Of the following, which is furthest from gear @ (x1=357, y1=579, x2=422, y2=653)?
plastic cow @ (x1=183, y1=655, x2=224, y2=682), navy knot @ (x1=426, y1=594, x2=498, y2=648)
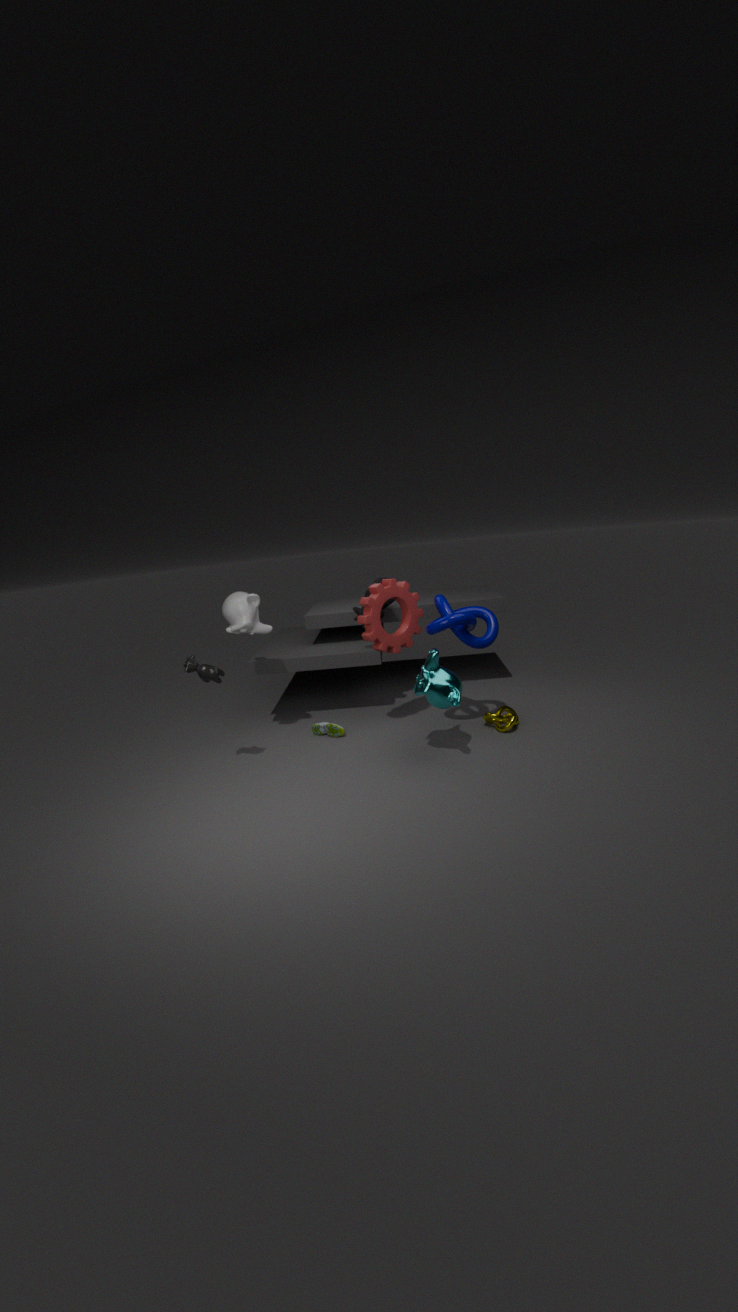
plastic cow @ (x1=183, y1=655, x2=224, y2=682)
